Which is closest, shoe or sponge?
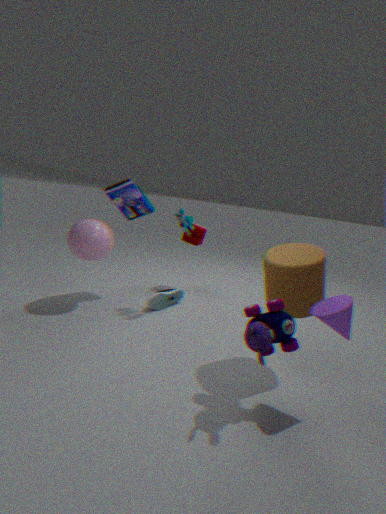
shoe
